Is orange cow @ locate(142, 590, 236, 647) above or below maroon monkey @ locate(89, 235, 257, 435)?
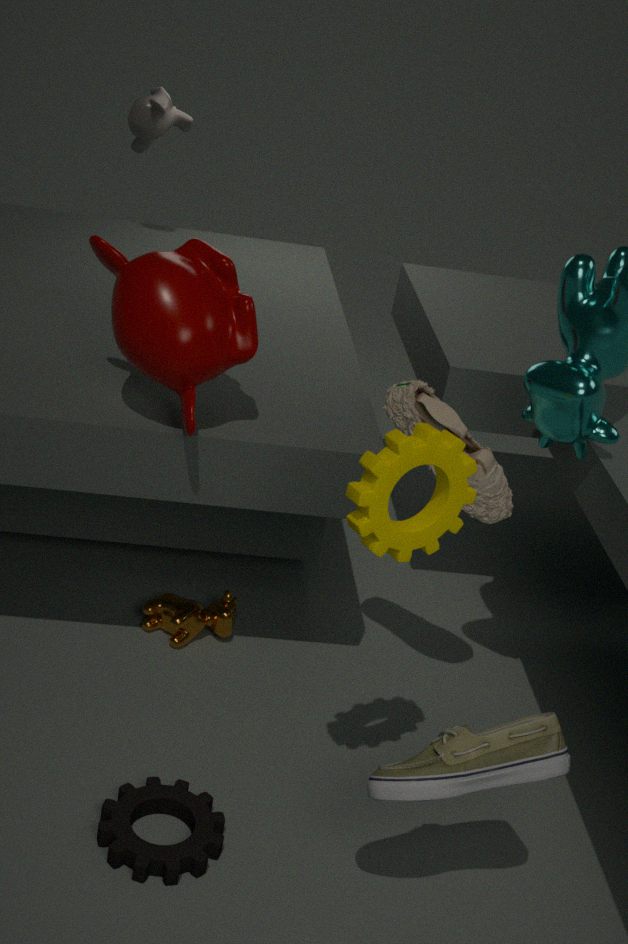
below
